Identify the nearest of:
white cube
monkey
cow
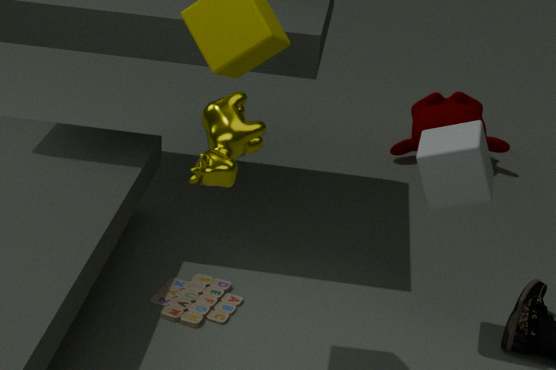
cow
